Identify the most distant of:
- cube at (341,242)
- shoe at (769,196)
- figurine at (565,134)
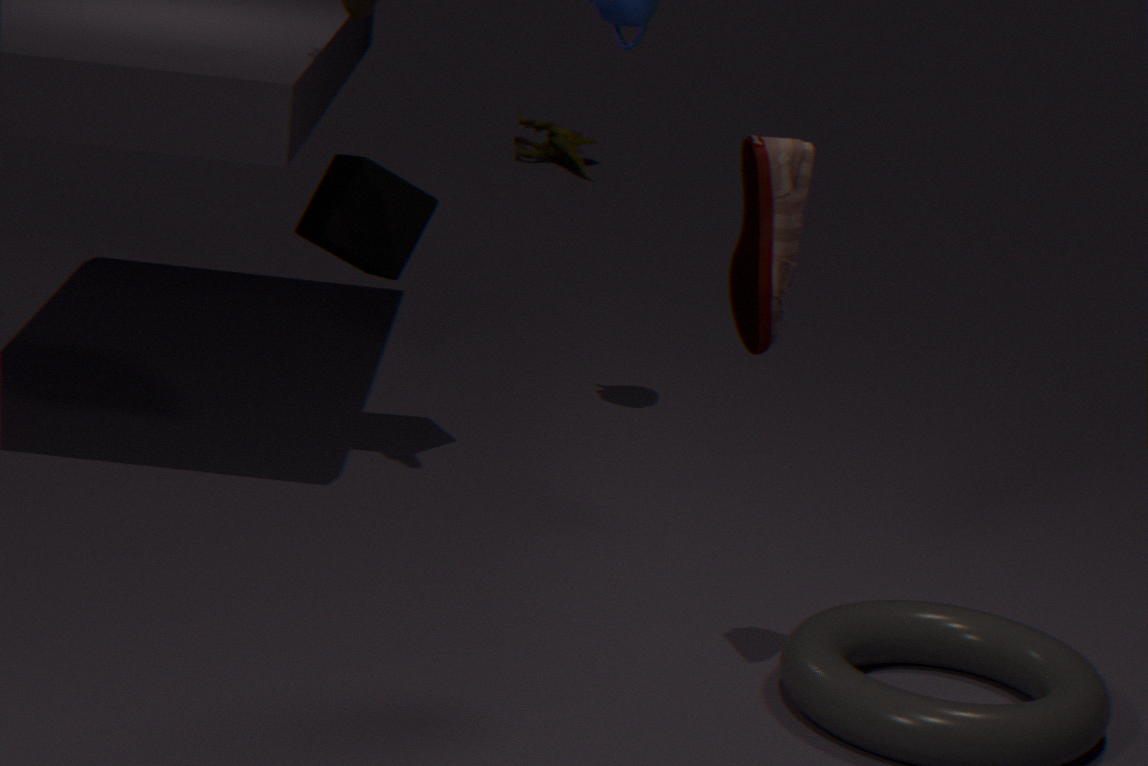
figurine at (565,134)
